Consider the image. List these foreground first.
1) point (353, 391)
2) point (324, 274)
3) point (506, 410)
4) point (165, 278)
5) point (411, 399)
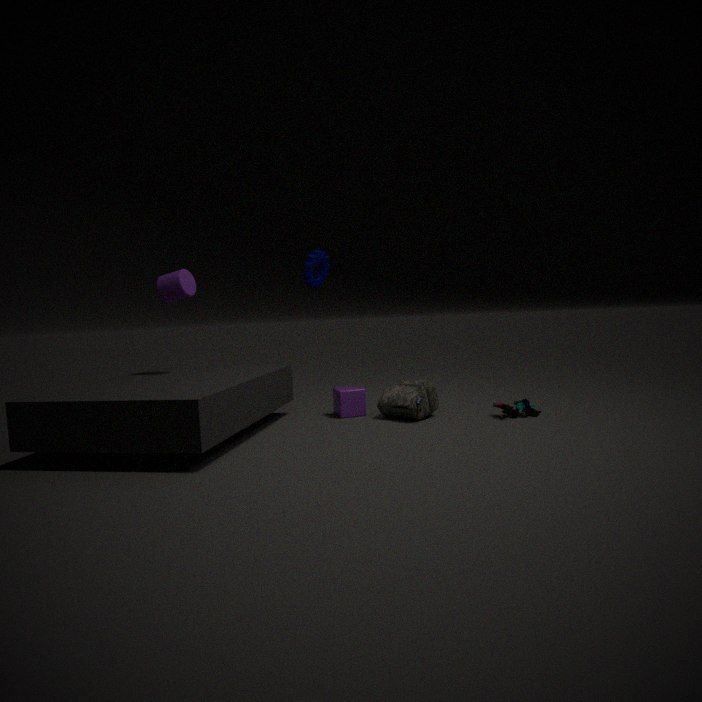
3. point (506, 410) < 5. point (411, 399) < 4. point (165, 278) < 1. point (353, 391) < 2. point (324, 274)
